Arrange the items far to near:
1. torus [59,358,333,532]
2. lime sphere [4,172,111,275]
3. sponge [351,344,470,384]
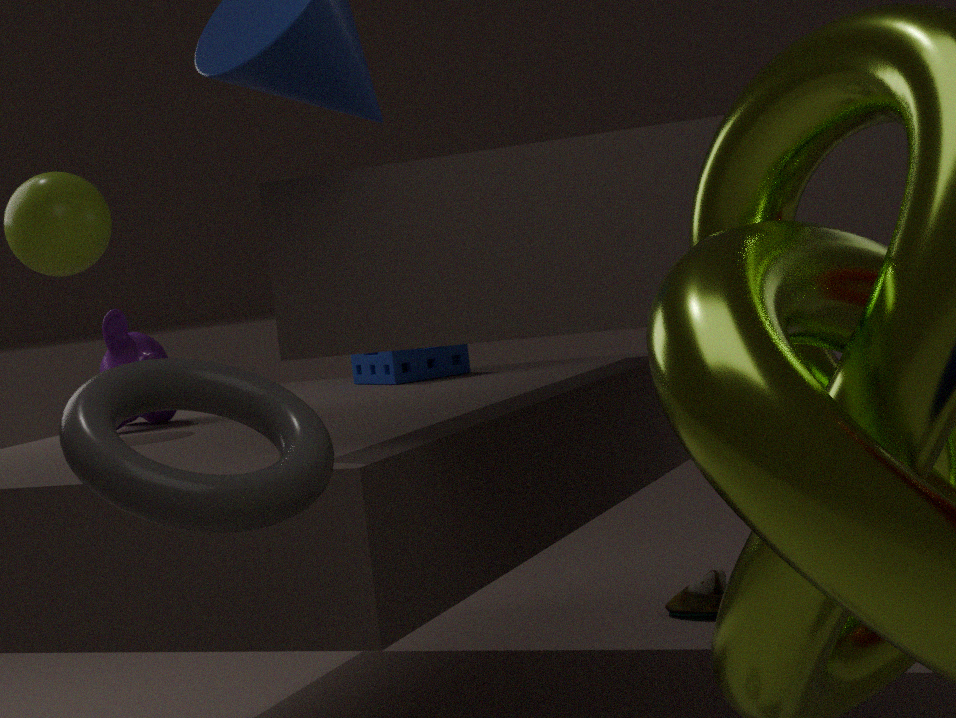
sponge [351,344,470,384]
lime sphere [4,172,111,275]
torus [59,358,333,532]
